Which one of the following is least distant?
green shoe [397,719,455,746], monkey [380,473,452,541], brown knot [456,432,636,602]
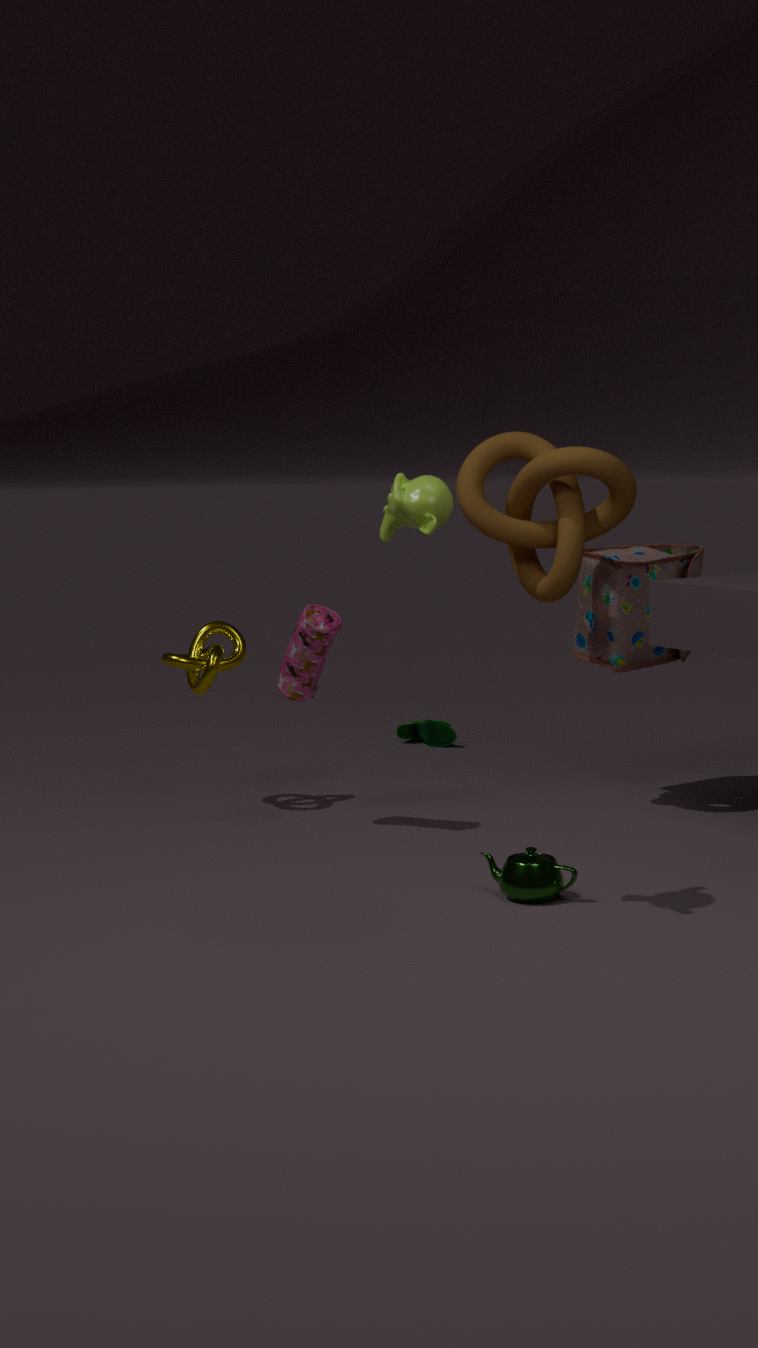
monkey [380,473,452,541]
